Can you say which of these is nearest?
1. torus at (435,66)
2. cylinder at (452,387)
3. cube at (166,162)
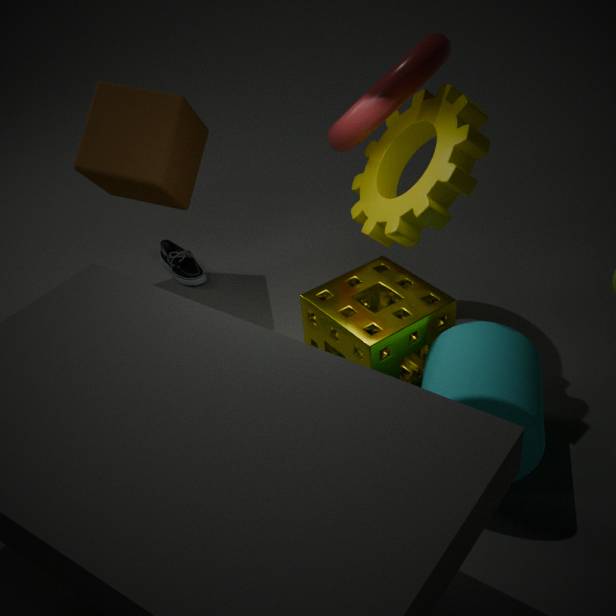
cylinder at (452,387)
